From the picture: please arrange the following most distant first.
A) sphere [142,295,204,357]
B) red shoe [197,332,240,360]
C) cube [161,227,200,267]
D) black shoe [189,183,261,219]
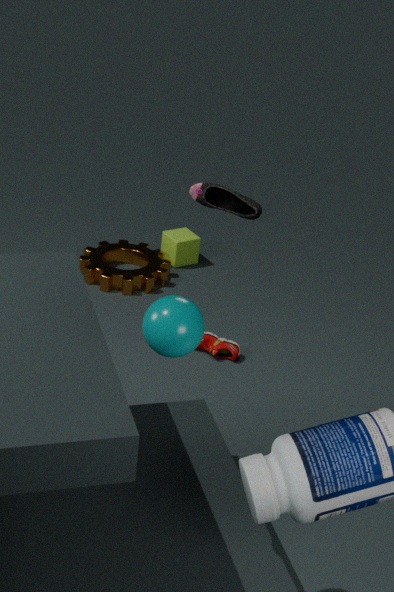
cube [161,227,200,267], red shoe [197,332,240,360], black shoe [189,183,261,219], sphere [142,295,204,357]
